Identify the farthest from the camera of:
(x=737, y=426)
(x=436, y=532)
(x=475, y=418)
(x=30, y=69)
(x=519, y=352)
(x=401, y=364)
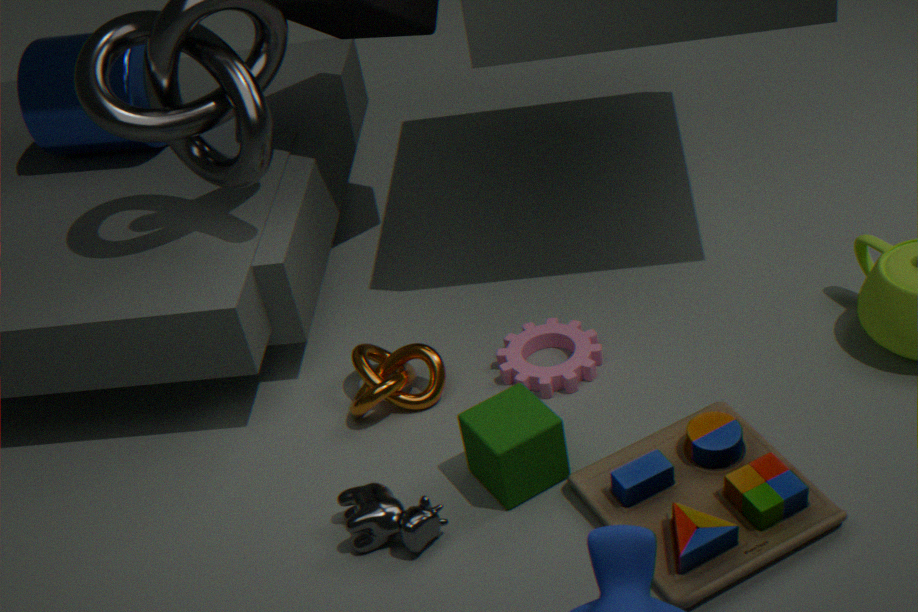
(x=30, y=69)
